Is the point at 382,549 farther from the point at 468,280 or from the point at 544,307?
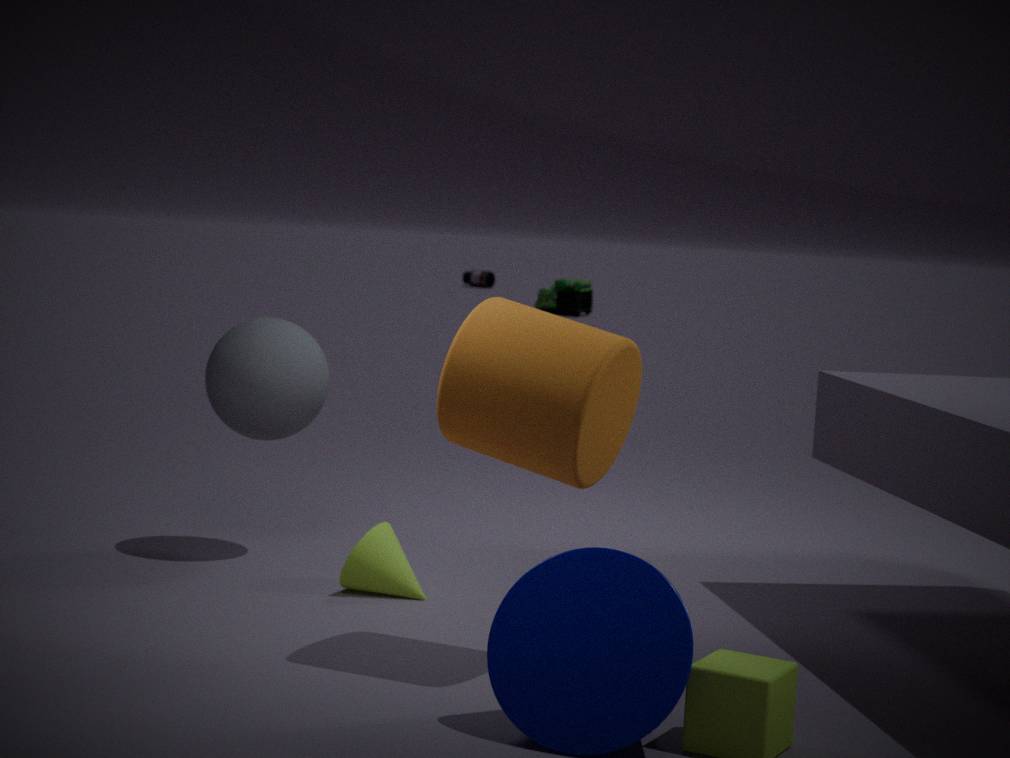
the point at 468,280
